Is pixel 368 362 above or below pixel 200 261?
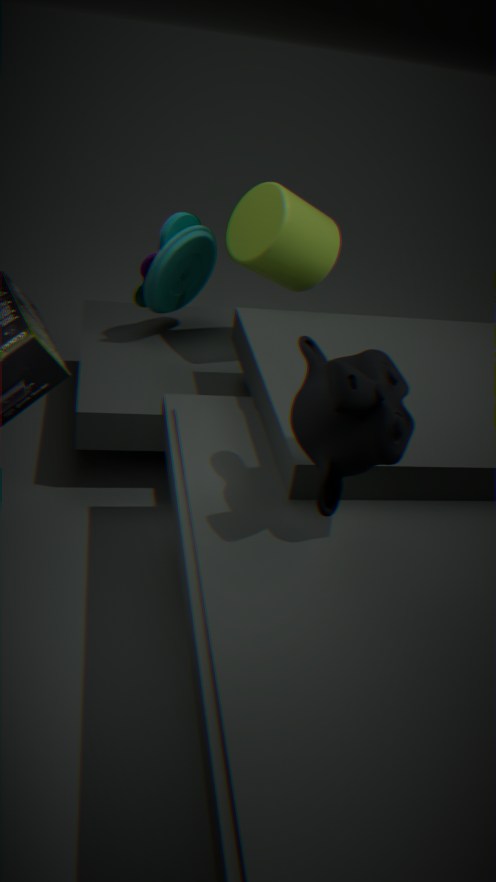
above
